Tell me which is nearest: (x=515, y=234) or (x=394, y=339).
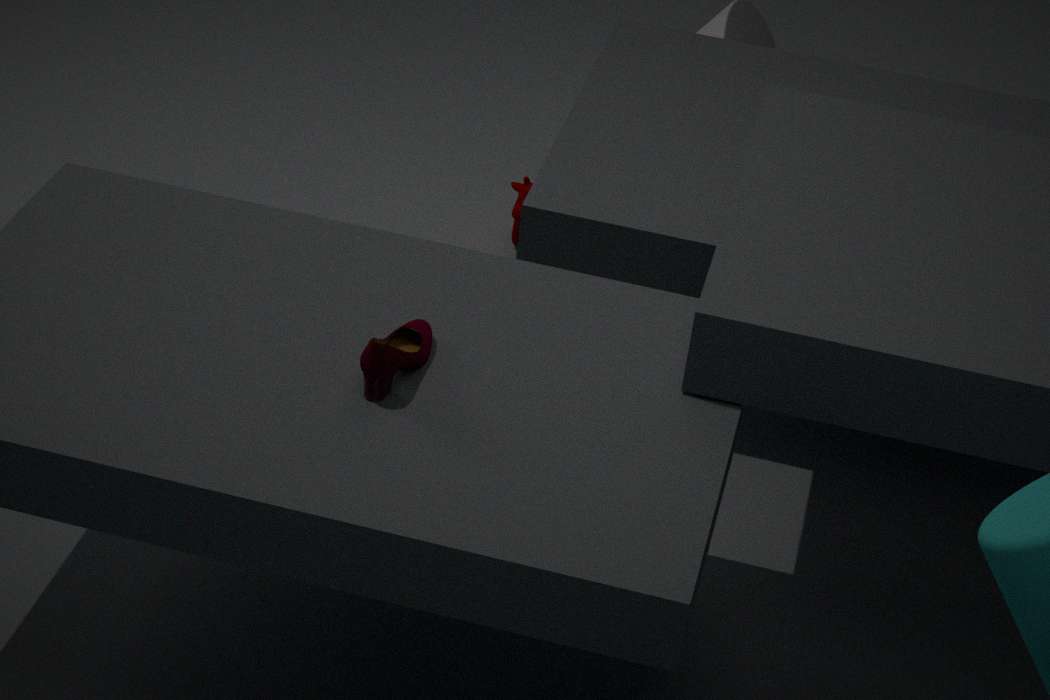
(x=394, y=339)
